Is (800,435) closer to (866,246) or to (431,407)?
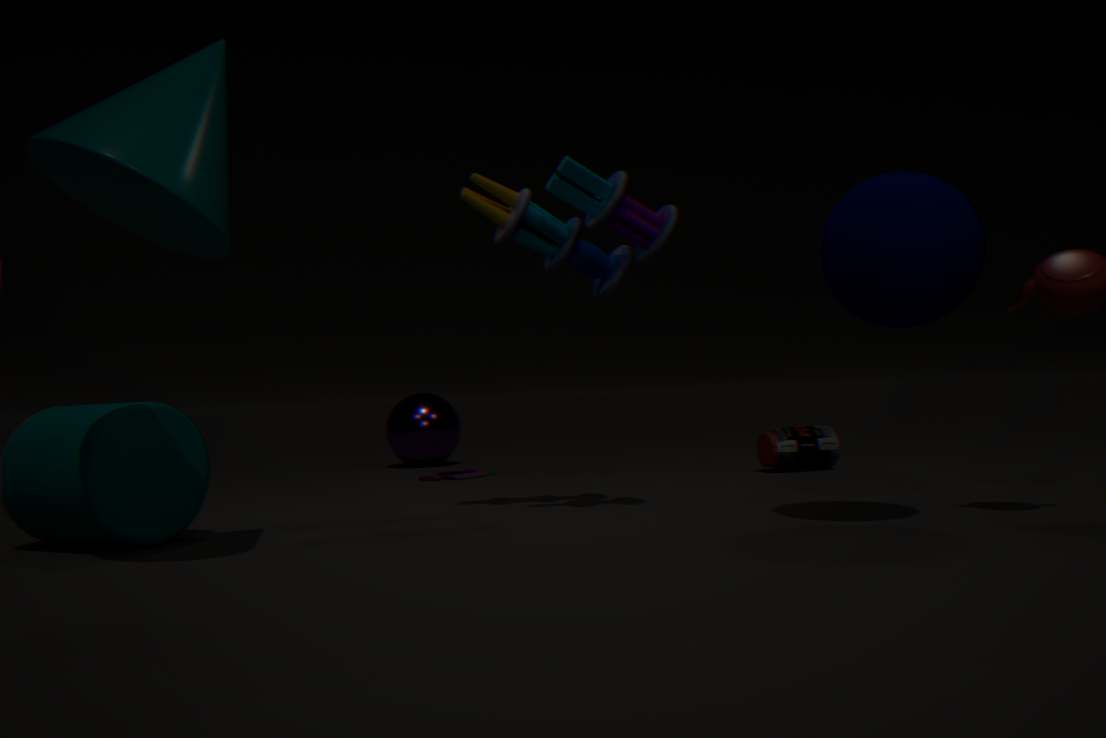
(866,246)
